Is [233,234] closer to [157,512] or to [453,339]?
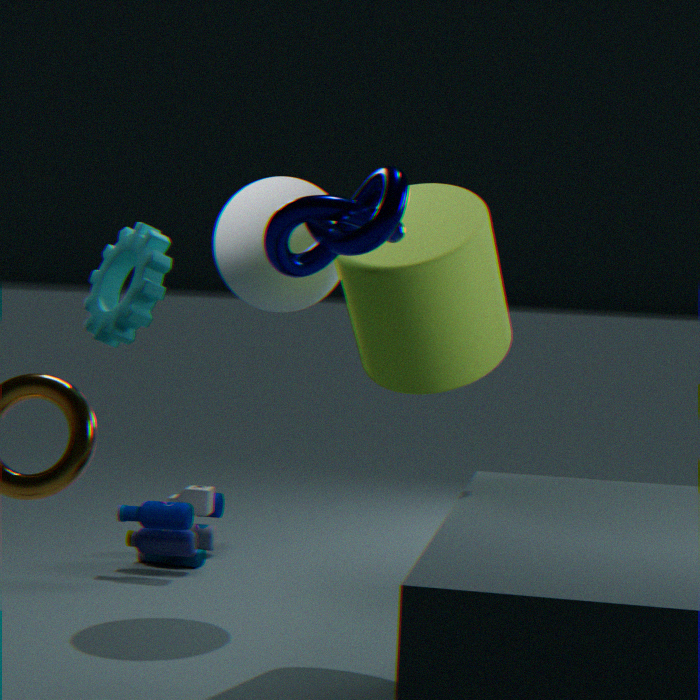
[453,339]
